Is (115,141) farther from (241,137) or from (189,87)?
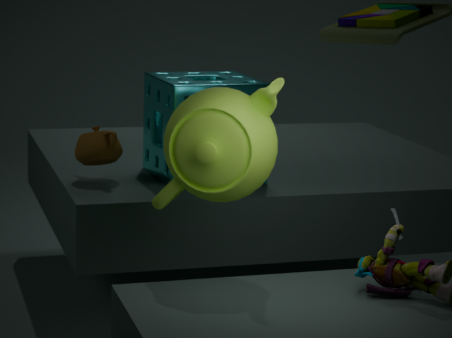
(241,137)
